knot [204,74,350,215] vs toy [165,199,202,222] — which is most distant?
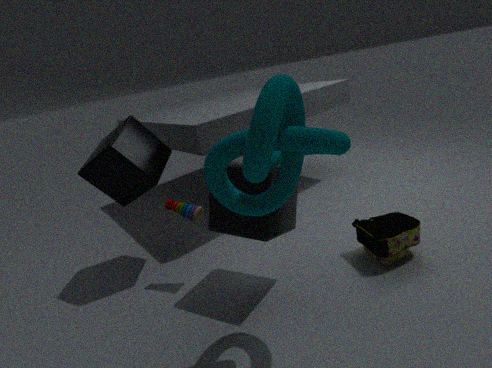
toy [165,199,202,222]
